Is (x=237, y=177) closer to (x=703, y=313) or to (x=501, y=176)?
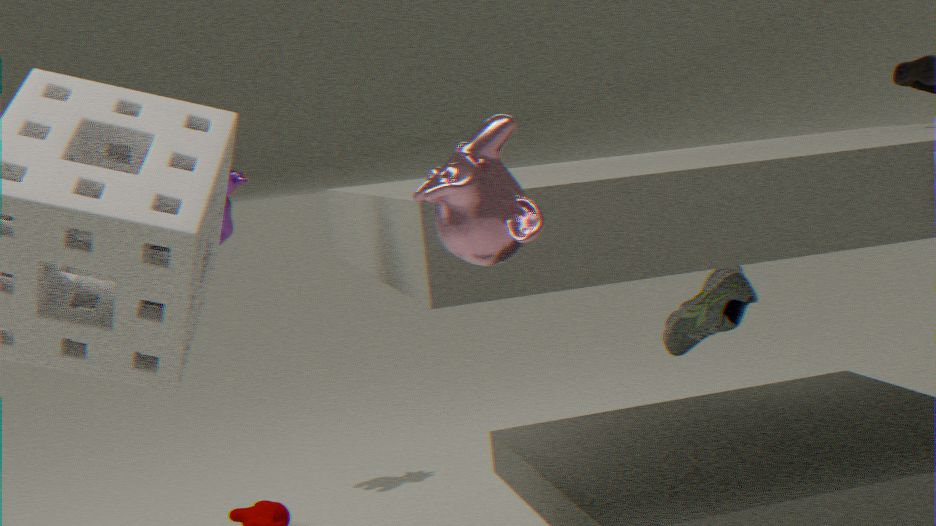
(x=703, y=313)
